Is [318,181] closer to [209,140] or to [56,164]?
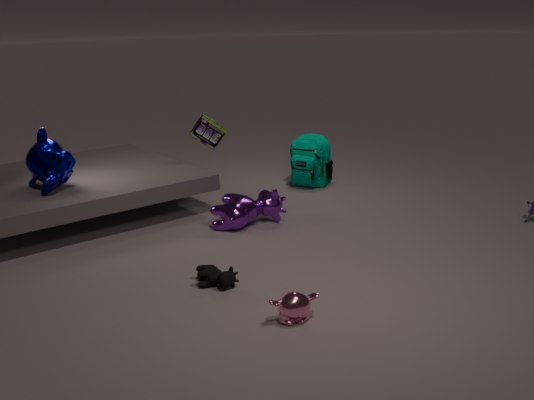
[209,140]
